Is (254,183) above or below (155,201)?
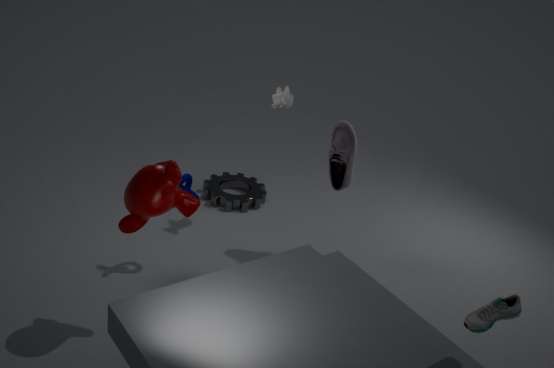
below
